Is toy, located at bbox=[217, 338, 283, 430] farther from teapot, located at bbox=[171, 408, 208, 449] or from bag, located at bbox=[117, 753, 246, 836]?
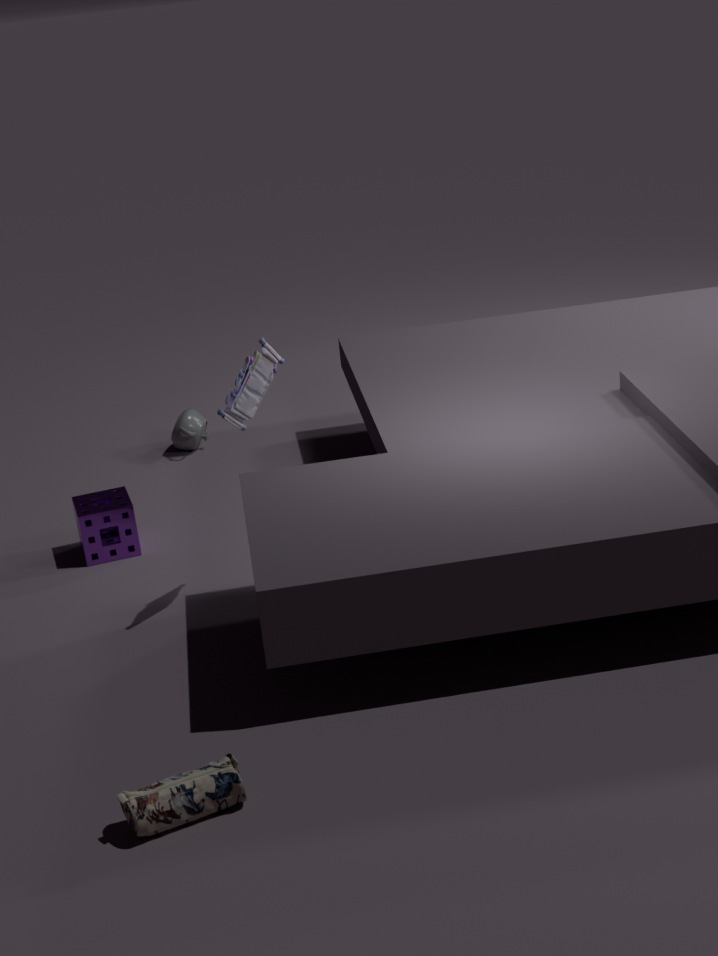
teapot, located at bbox=[171, 408, 208, 449]
